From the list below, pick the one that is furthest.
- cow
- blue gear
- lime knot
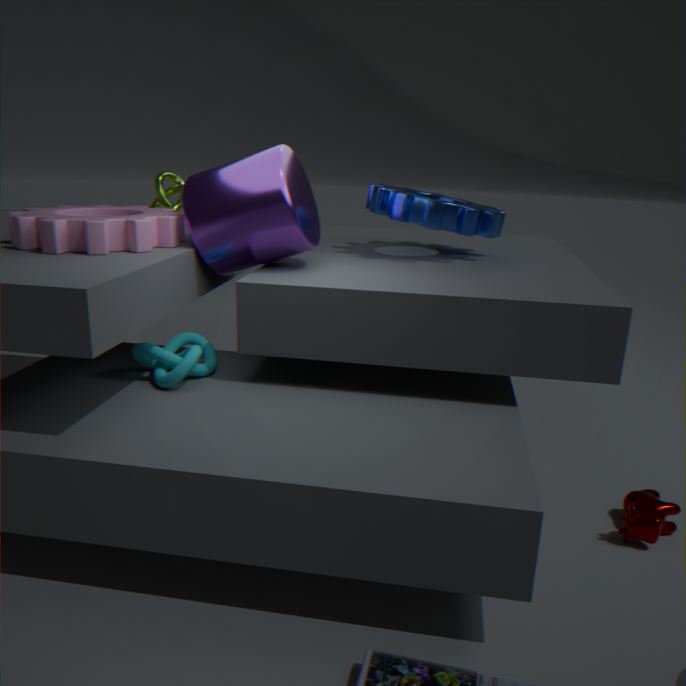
lime knot
